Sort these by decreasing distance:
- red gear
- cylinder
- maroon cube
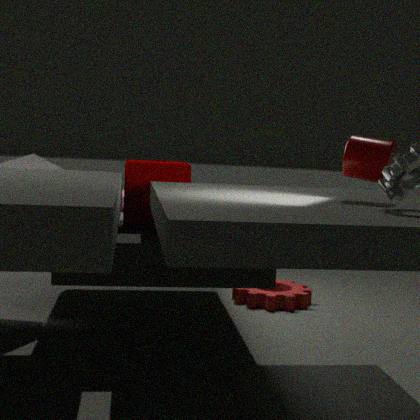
1. red gear
2. maroon cube
3. cylinder
